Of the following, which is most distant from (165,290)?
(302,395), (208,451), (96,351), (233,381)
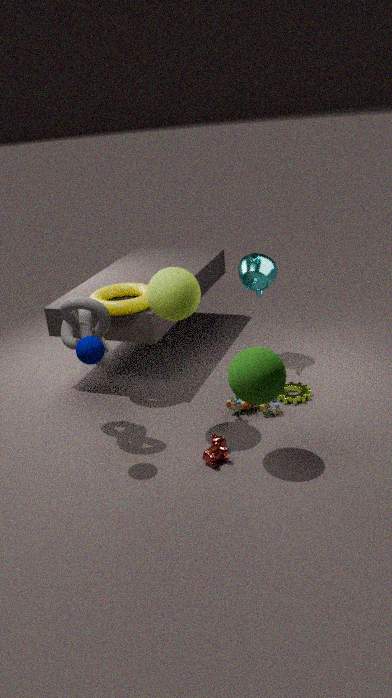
(302,395)
